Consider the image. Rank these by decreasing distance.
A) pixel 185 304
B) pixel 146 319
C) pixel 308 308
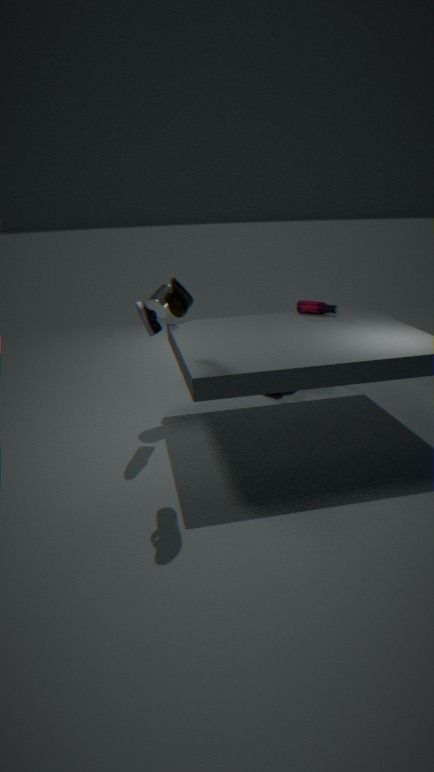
pixel 308 308, pixel 146 319, pixel 185 304
